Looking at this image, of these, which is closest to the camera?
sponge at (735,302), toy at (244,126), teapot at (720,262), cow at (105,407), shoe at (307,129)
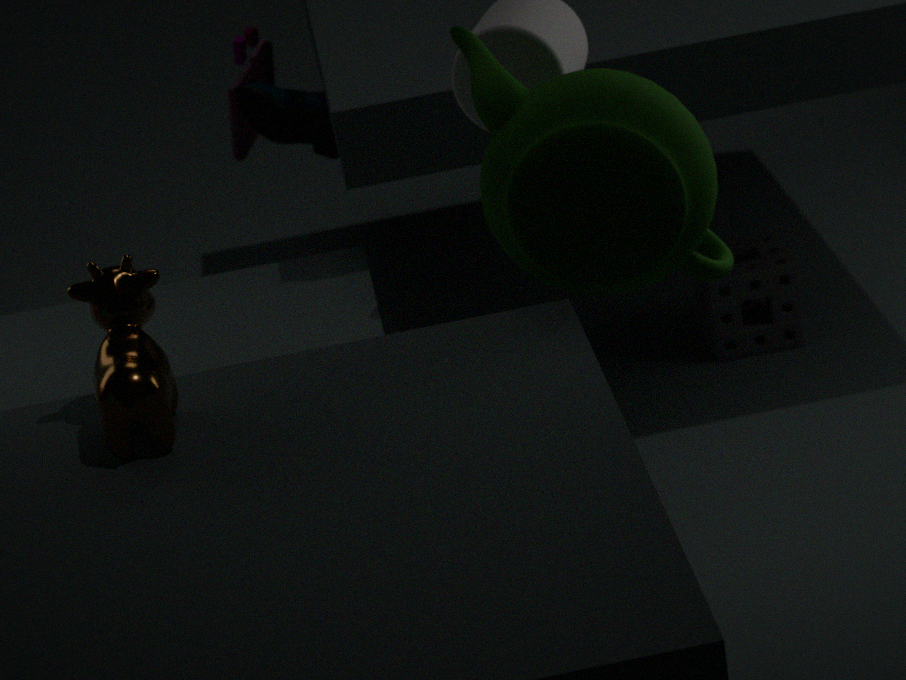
cow at (105,407)
